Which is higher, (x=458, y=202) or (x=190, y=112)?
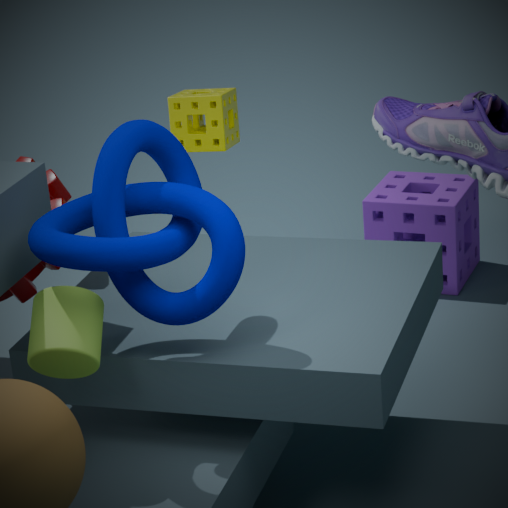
(x=190, y=112)
